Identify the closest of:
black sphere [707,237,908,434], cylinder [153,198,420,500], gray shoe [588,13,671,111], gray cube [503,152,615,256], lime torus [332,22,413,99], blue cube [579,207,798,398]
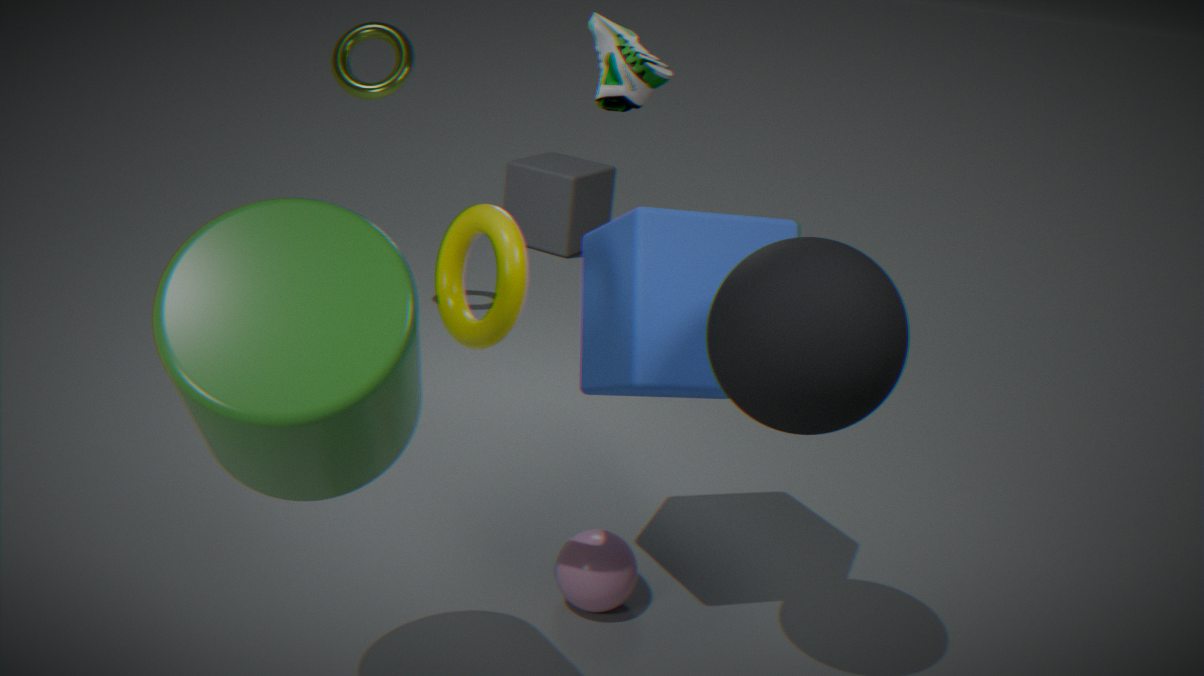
cylinder [153,198,420,500]
